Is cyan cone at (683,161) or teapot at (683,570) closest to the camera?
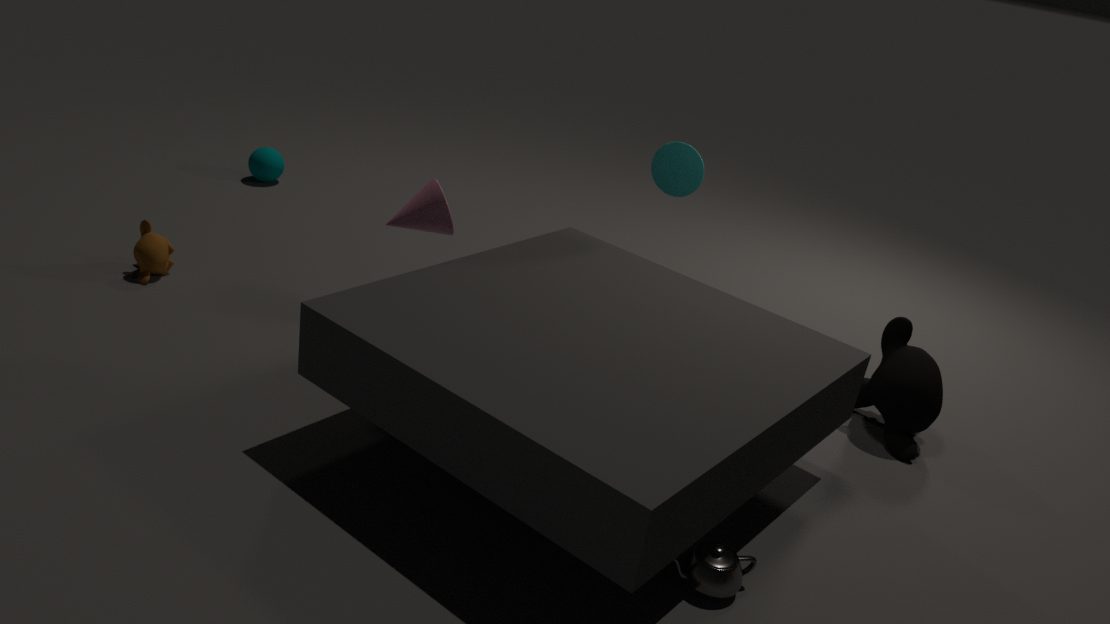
teapot at (683,570)
